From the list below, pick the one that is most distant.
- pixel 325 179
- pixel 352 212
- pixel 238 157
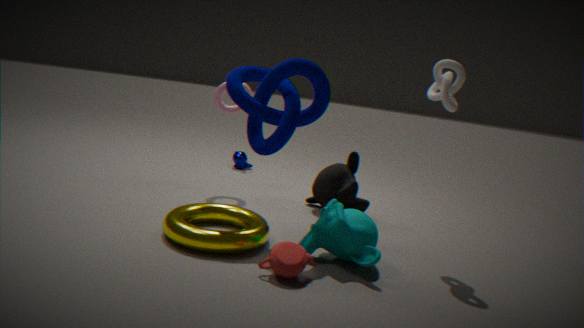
pixel 238 157
